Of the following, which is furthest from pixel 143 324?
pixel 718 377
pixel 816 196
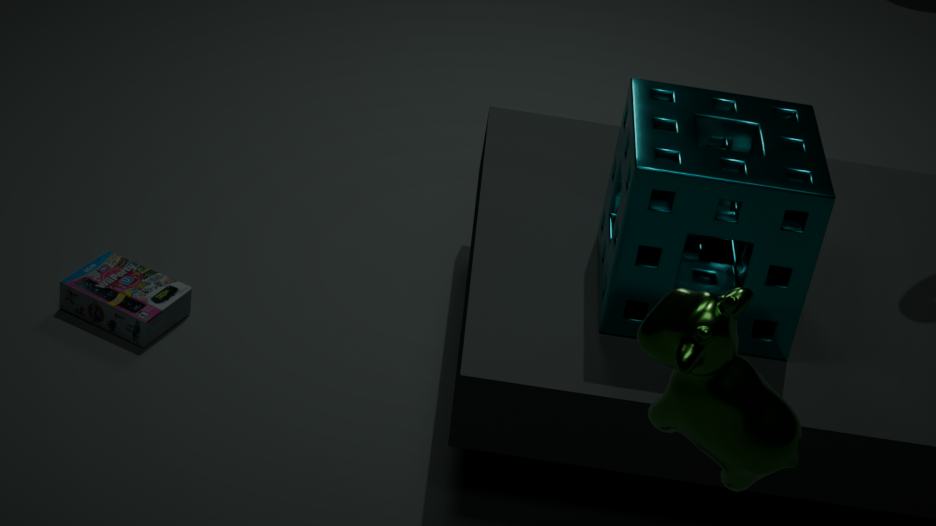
pixel 718 377
